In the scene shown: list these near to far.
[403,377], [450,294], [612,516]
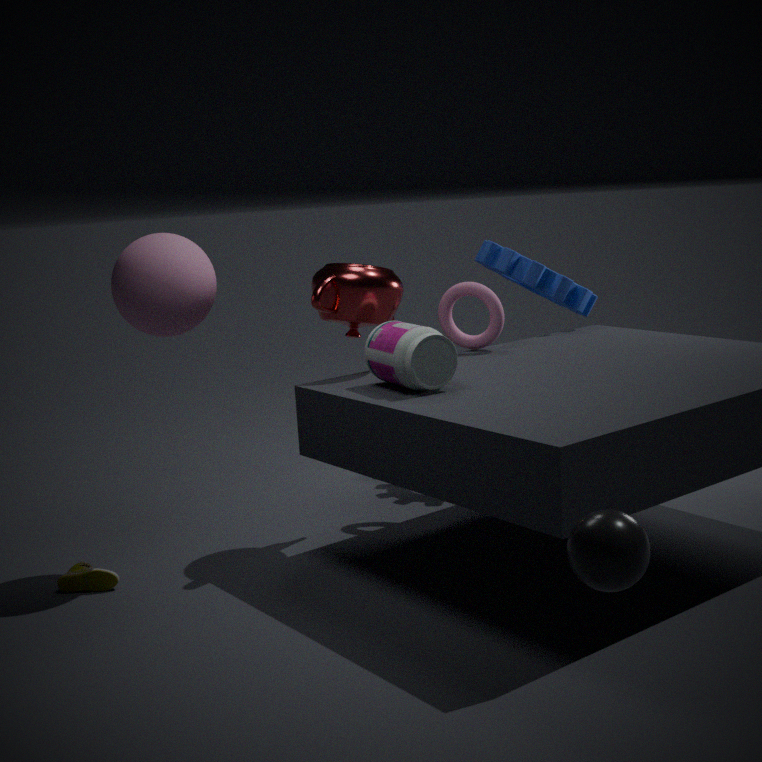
1. [612,516]
2. [403,377]
3. [450,294]
